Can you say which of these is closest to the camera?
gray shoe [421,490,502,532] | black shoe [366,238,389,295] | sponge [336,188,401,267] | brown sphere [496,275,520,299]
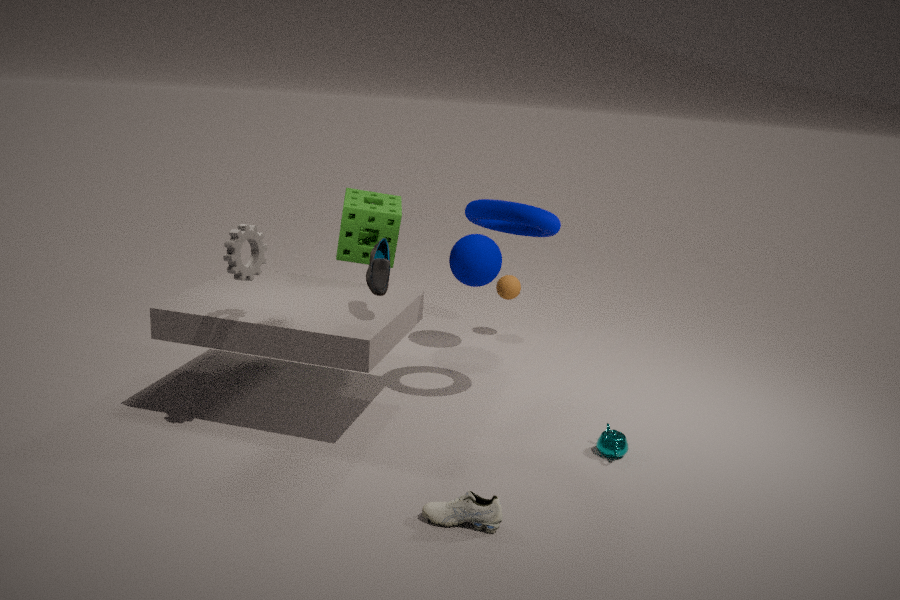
gray shoe [421,490,502,532]
